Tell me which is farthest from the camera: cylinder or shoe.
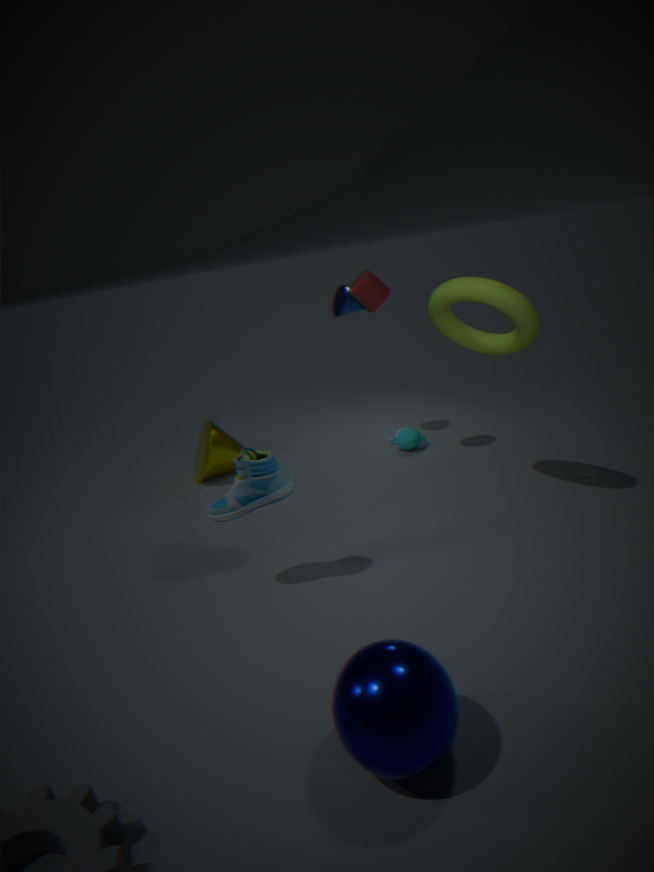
cylinder
